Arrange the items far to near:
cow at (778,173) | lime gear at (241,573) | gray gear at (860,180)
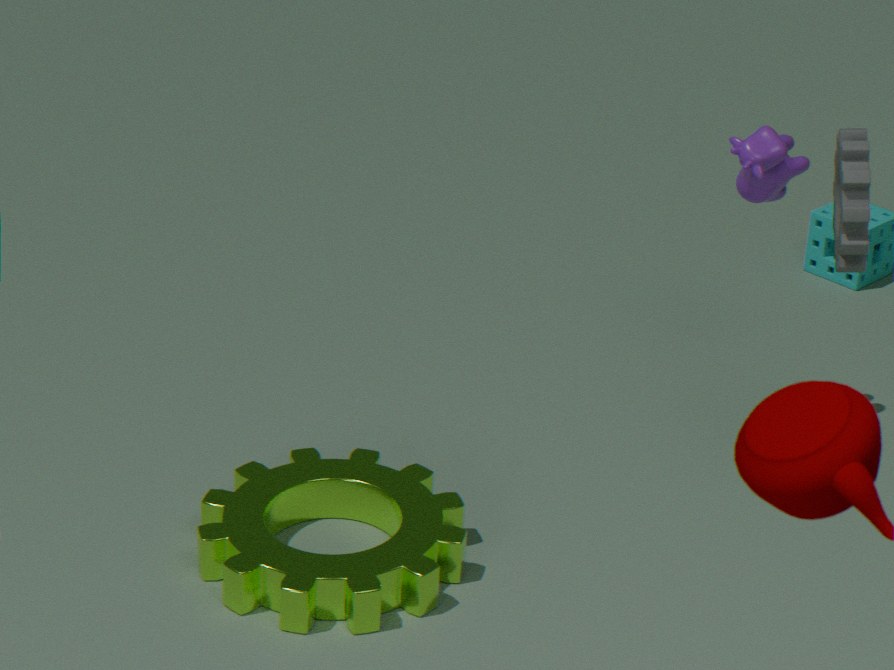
cow at (778,173) < lime gear at (241,573) < gray gear at (860,180)
